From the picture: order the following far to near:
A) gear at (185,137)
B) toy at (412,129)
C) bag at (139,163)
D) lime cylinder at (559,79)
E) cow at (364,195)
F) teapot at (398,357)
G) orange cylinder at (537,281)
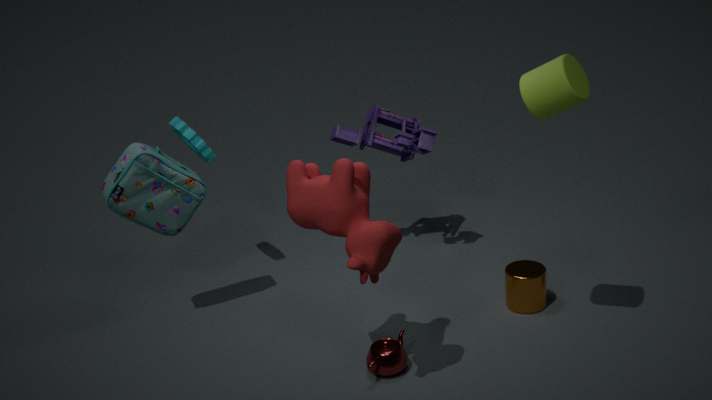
toy at (412,129), gear at (185,137), orange cylinder at (537,281), bag at (139,163), teapot at (398,357), cow at (364,195), lime cylinder at (559,79)
